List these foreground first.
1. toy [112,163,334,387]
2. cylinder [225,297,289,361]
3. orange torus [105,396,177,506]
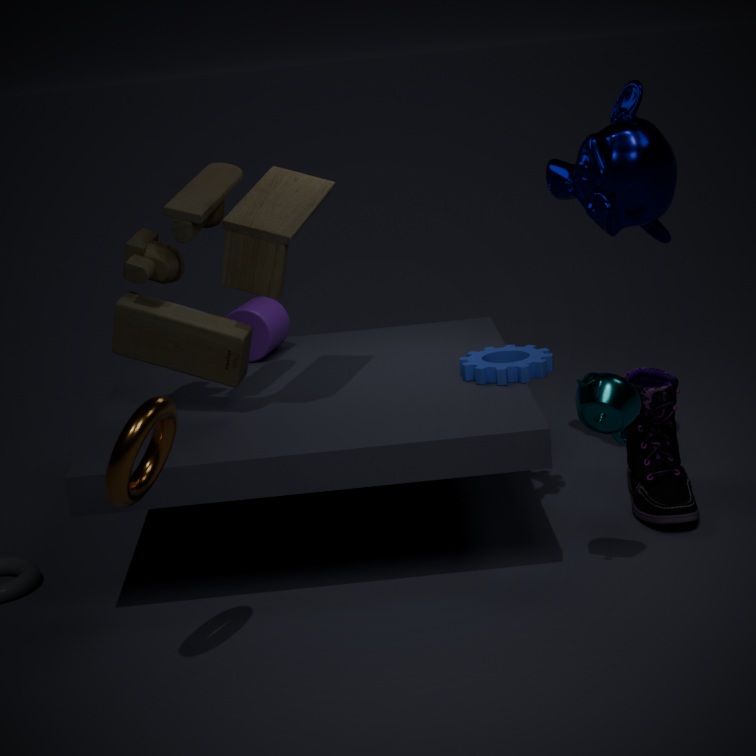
1. orange torus [105,396,177,506]
2. toy [112,163,334,387]
3. cylinder [225,297,289,361]
